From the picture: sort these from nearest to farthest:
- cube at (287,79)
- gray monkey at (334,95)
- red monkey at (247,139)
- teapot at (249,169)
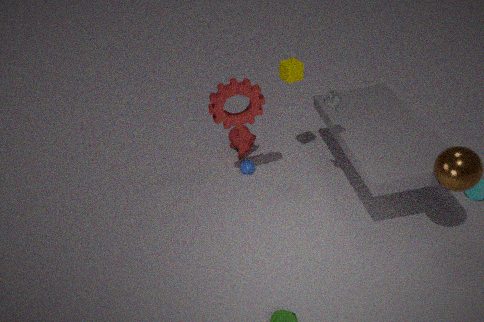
1. gray monkey at (334,95)
2. cube at (287,79)
3. teapot at (249,169)
4. red monkey at (247,139)
